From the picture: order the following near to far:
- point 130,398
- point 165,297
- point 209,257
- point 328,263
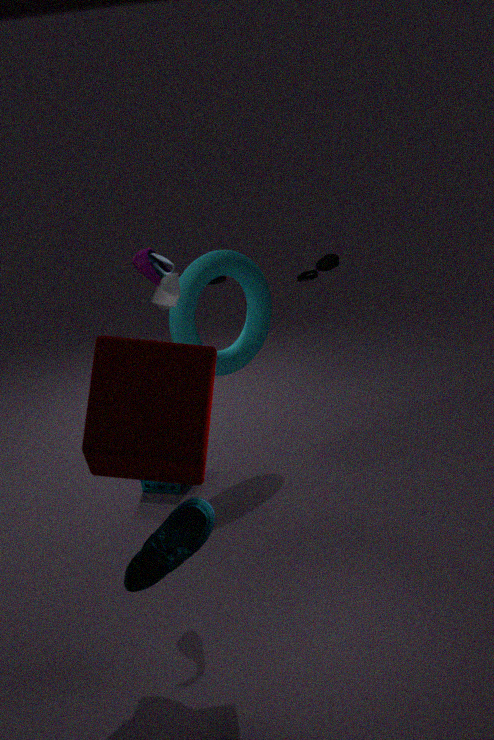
1. point 130,398
2. point 165,297
3. point 209,257
4. point 328,263
